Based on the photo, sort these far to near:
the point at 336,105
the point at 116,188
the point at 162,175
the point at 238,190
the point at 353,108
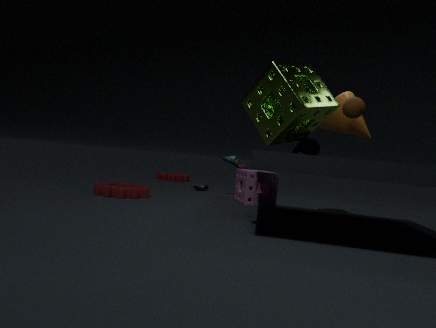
the point at 162,175, the point at 238,190, the point at 116,188, the point at 353,108, the point at 336,105
